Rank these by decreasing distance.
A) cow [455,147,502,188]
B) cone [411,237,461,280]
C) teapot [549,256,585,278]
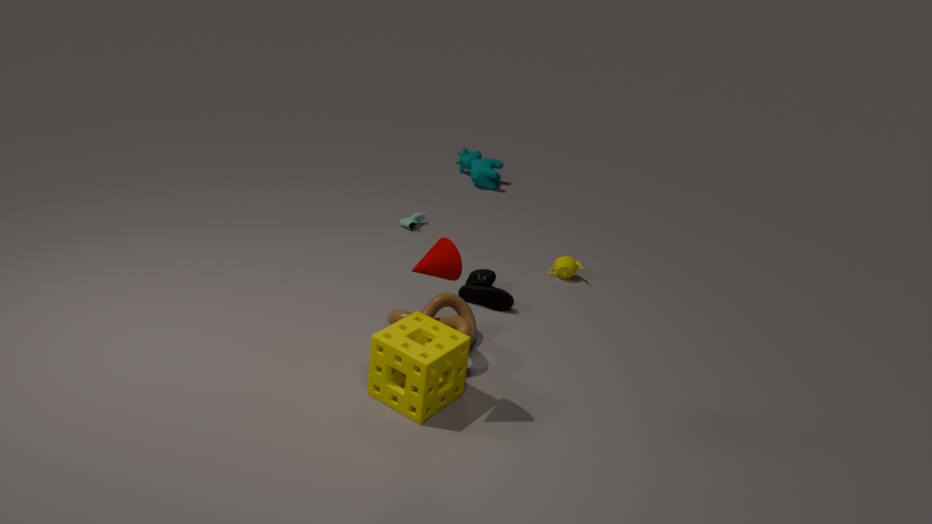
cow [455,147,502,188], teapot [549,256,585,278], cone [411,237,461,280]
